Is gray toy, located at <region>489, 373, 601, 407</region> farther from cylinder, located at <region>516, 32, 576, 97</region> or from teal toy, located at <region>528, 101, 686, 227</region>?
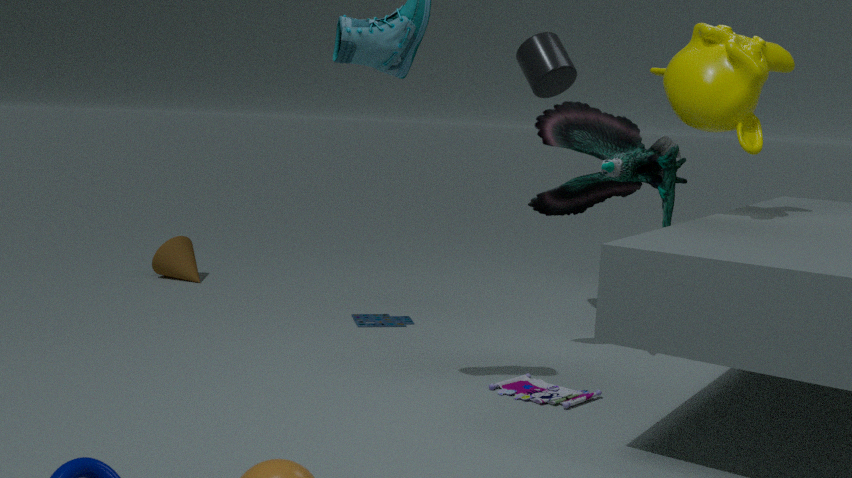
cylinder, located at <region>516, 32, 576, 97</region>
